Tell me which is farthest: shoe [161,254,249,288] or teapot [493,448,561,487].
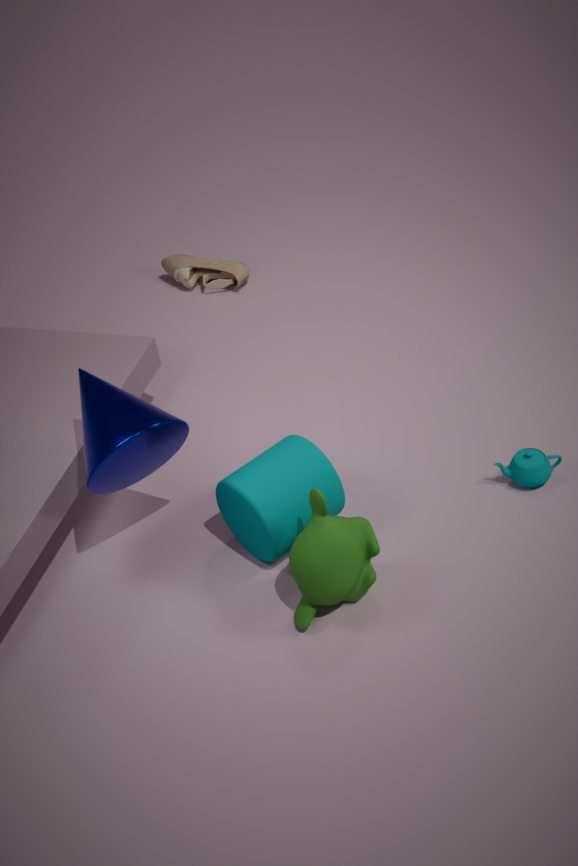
shoe [161,254,249,288]
